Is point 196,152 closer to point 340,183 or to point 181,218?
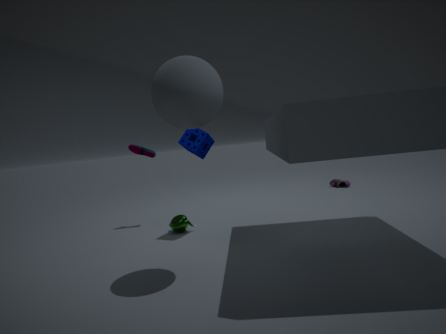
point 181,218
